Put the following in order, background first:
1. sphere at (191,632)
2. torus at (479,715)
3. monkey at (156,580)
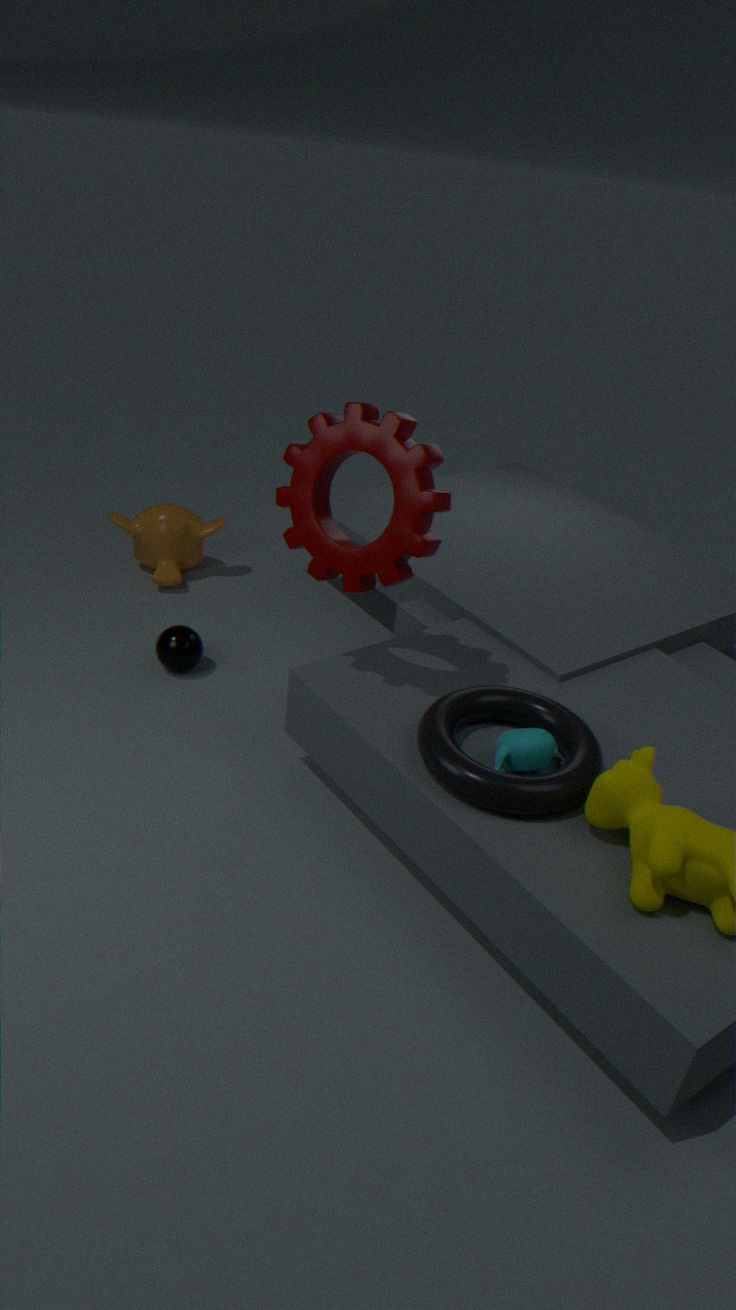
monkey at (156,580) → sphere at (191,632) → torus at (479,715)
